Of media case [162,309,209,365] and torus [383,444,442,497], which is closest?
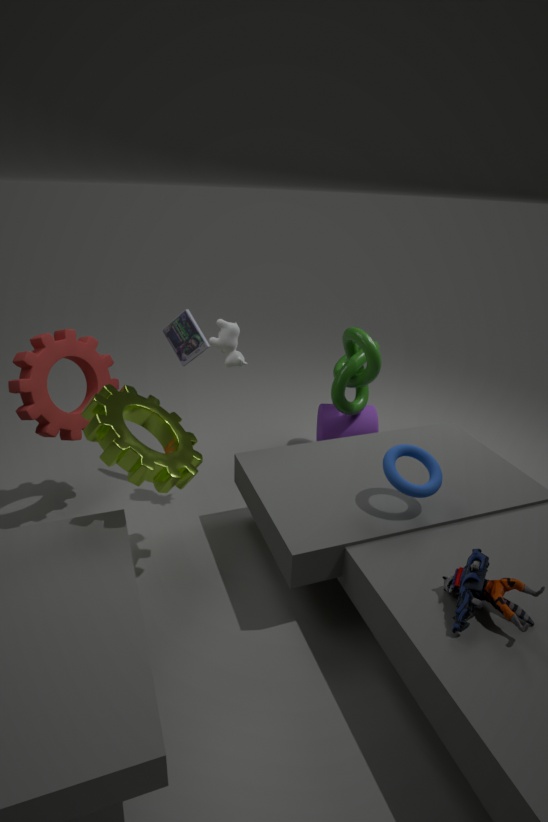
torus [383,444,442,497]
